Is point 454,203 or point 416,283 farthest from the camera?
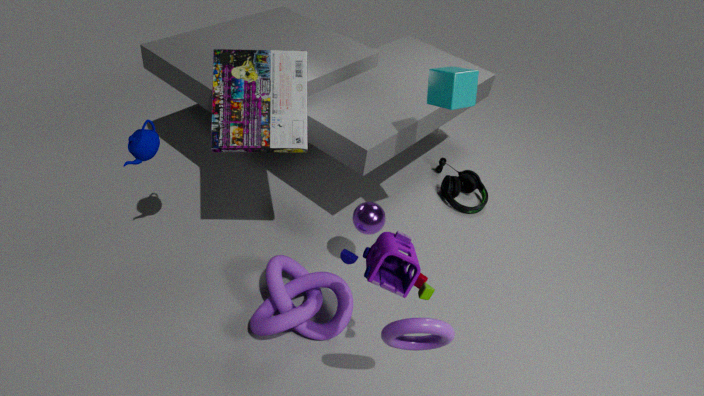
point 454,203
